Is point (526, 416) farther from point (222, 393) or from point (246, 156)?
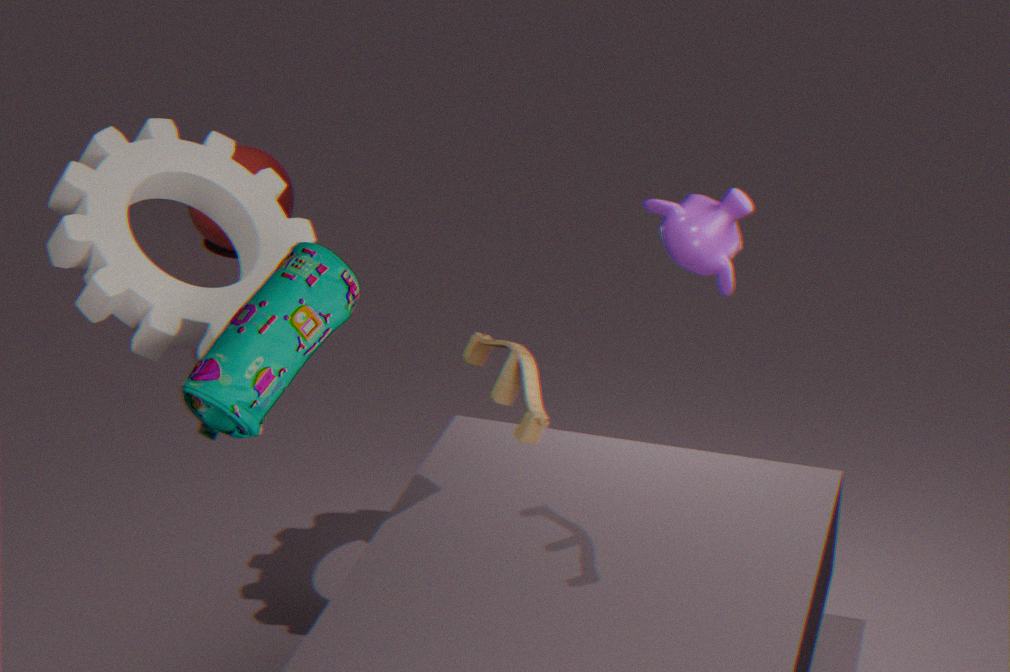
point (246, 156)
